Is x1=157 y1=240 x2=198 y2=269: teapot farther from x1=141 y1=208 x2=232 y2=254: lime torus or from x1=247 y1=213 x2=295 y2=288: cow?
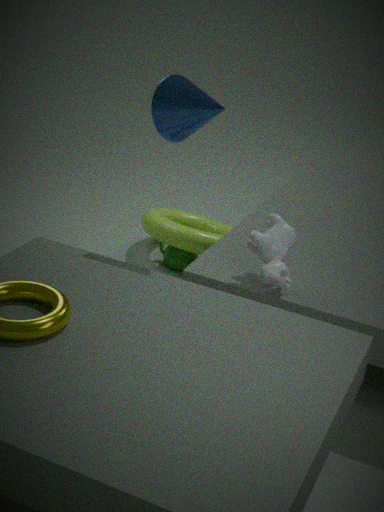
x1=247 y1=213 x2=295 y2=288: cow
